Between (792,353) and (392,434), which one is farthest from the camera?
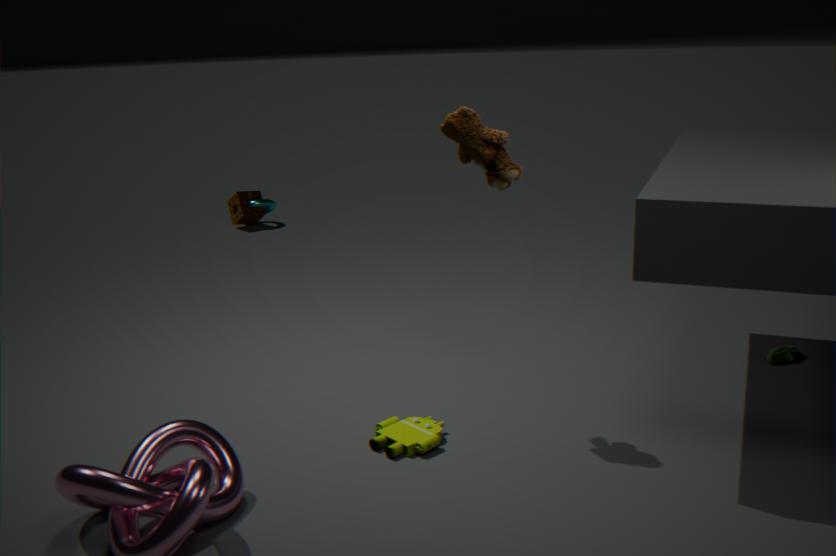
(792,353)
